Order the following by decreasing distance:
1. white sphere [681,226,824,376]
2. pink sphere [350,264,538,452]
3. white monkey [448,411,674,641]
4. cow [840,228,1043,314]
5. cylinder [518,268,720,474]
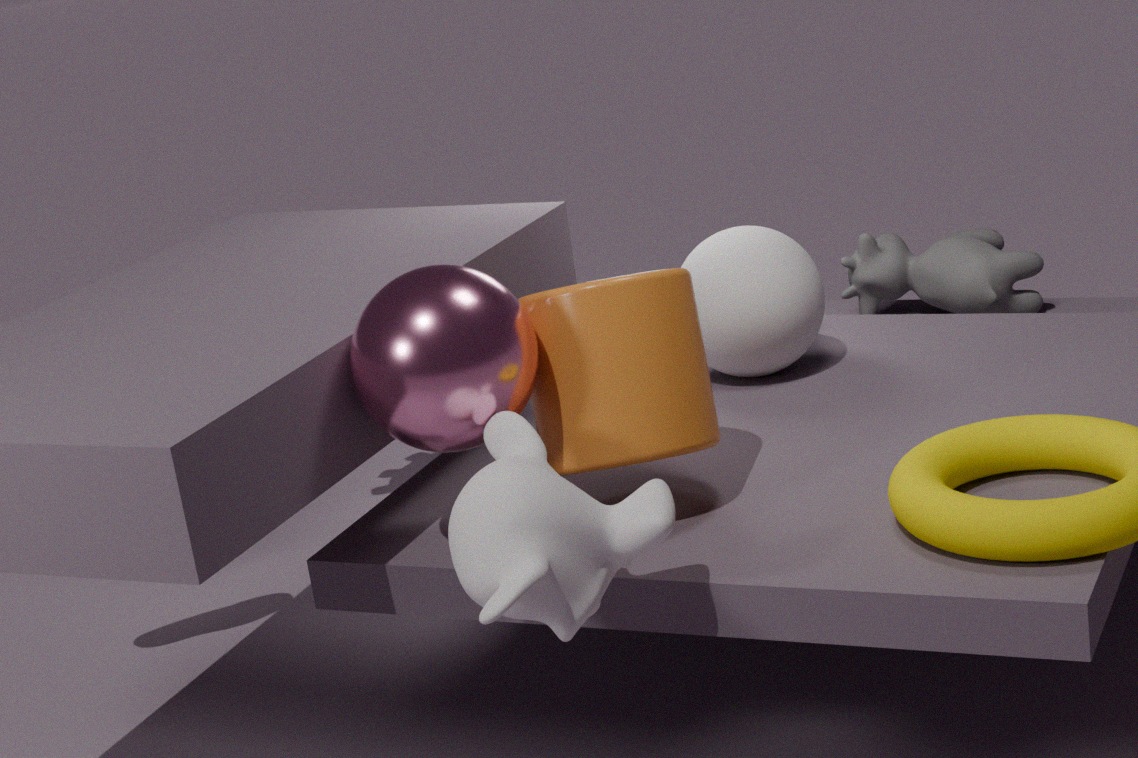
cow [840,228,1043,314] < white sphere [681,226,824,376] < cylinder [518,268,720,474] < pink sphere [350,264,538,452] < white monkey [448,411,674,641]
